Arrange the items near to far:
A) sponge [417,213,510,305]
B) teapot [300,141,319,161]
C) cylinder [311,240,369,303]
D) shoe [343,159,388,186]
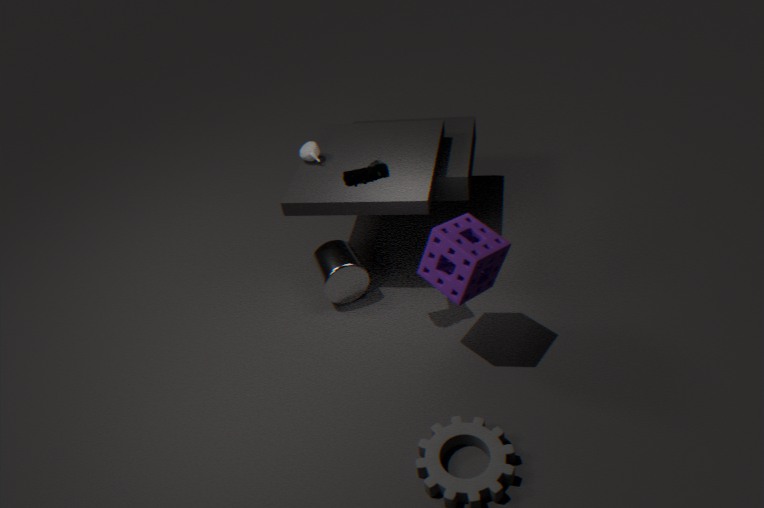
1. sponge [417,213,510,305]
2. shoe [343,159,388,186]
3. cylinder [311,240,369,303]
4. teapot [300,141,319,161]
